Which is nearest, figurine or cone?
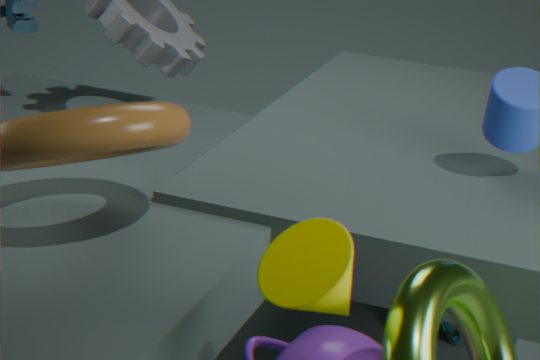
cone
